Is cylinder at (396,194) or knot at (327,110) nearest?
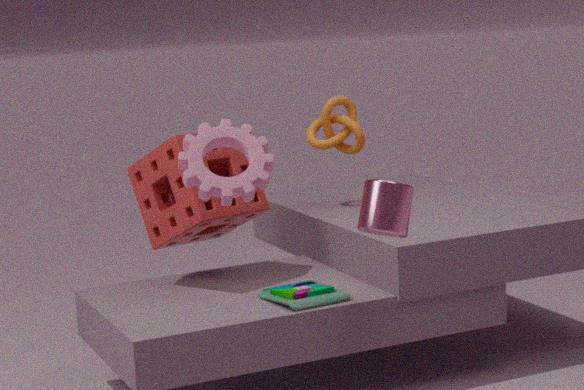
cylinder at (396,194)
